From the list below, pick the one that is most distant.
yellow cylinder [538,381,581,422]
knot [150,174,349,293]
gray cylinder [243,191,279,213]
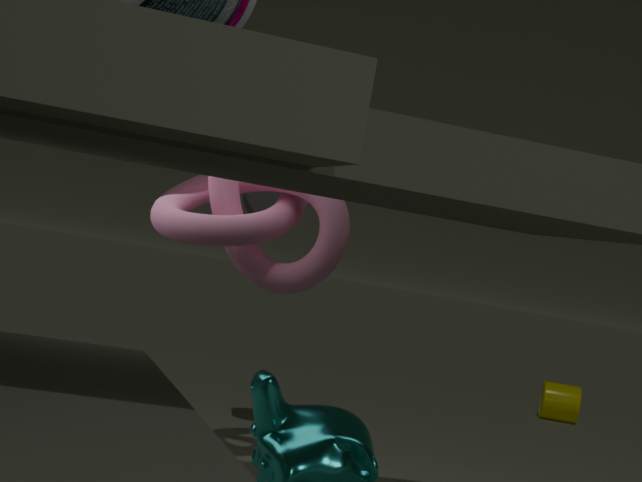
yellow cylinder [538,381,581,422]
